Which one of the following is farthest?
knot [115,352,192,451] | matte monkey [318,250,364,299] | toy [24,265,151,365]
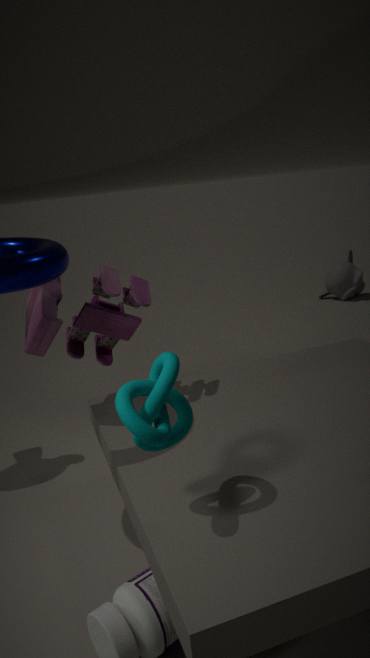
matte monkey [318,250,364,299]
